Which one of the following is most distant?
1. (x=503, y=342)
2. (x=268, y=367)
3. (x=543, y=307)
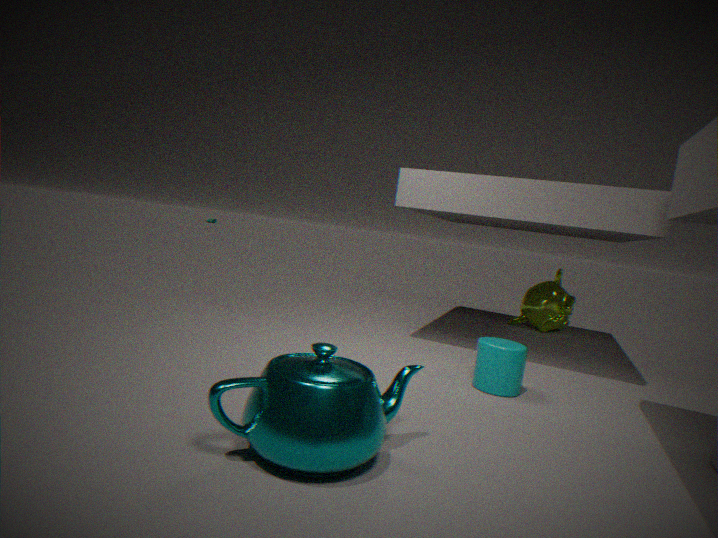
(x=543, y=307)
